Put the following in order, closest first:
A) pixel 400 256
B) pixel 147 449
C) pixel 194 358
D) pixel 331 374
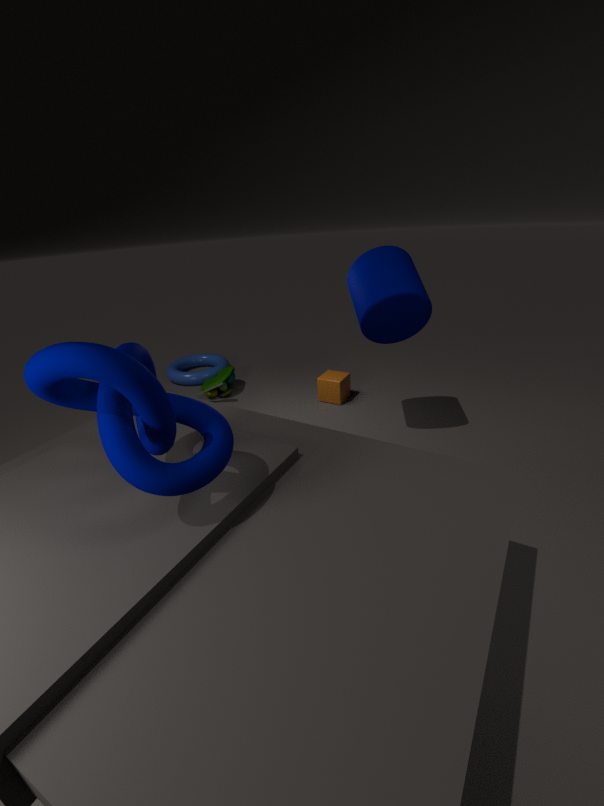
pixel 147 449
pixel 400 256
pixel 331 374
pixel 194 358
